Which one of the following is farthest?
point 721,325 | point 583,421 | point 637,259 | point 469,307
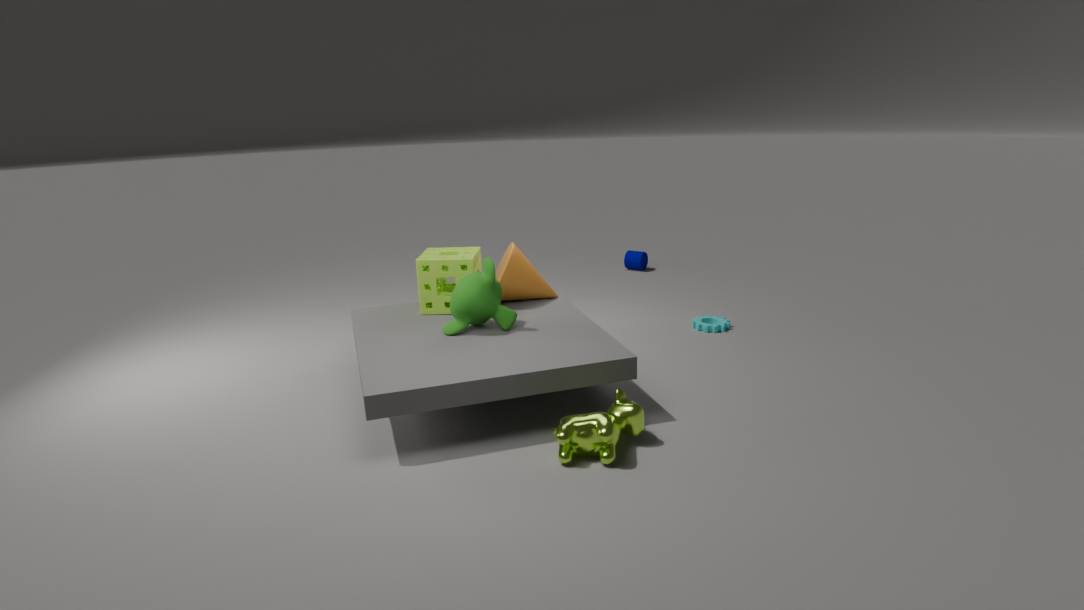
point 637,259
